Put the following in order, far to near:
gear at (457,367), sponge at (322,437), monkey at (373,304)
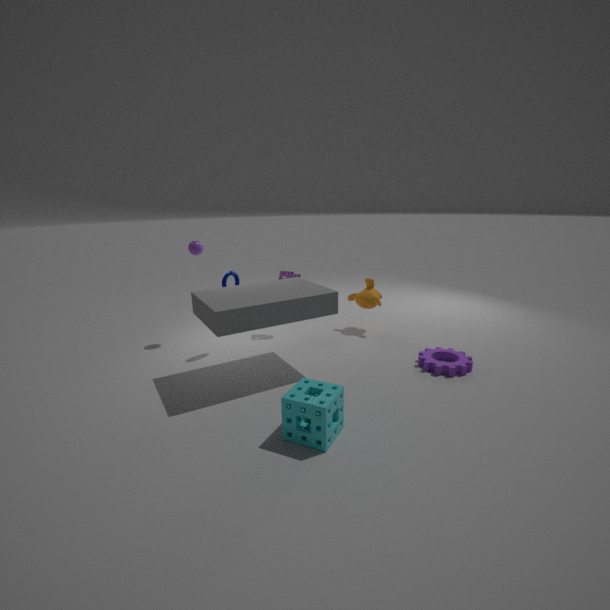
1. monkey at (373,304)
2. gear at (457,367)
3. sponge at (322,437)
